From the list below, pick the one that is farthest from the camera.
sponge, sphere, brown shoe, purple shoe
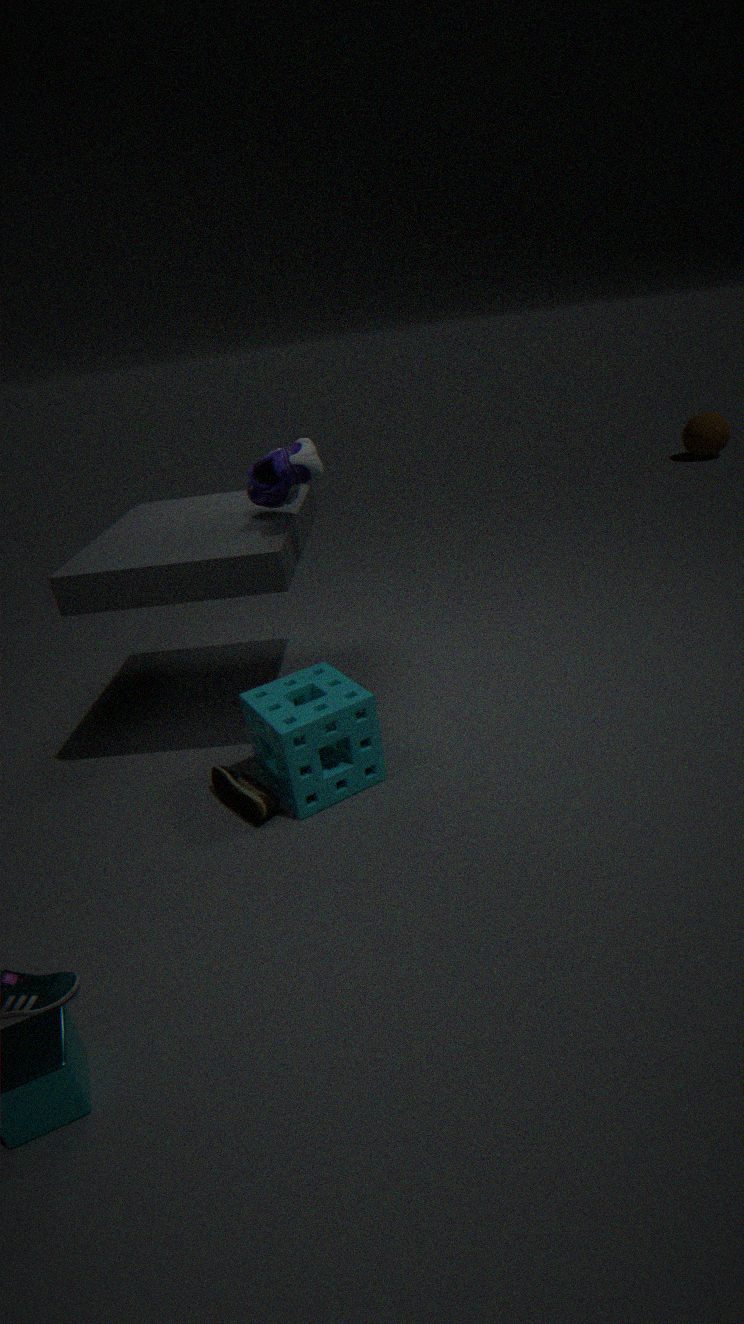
sphere
